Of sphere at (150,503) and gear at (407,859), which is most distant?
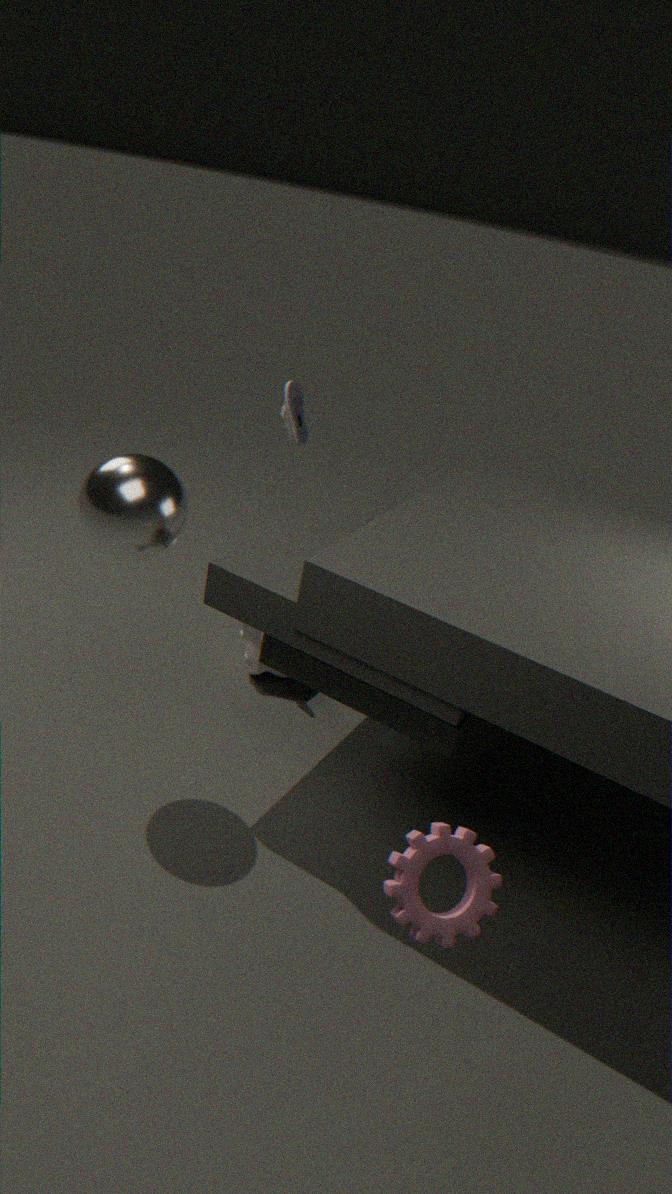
sphere at (150,503)
